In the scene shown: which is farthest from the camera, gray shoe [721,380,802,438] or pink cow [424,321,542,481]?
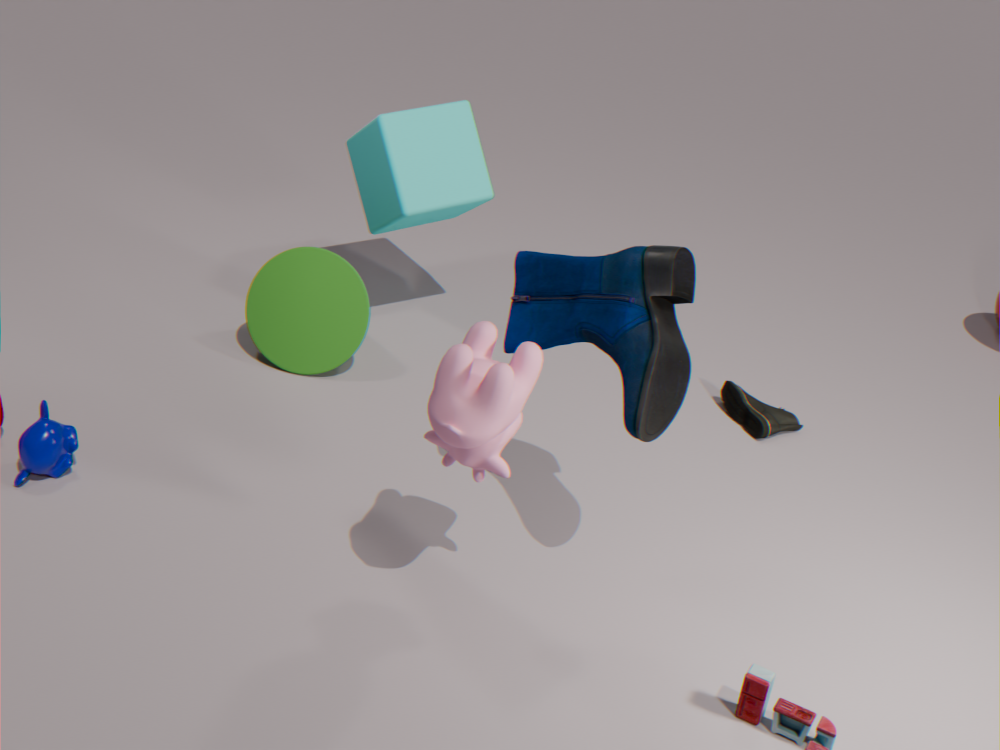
gray shoe [721,380,802,438]
